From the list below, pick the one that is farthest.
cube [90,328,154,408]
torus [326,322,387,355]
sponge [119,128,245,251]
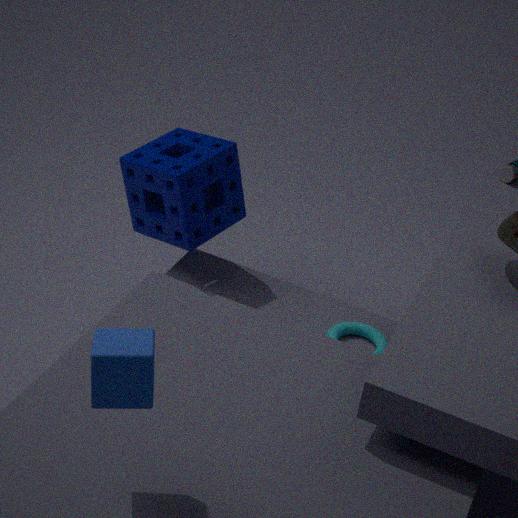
torus [326,322,387,355]
